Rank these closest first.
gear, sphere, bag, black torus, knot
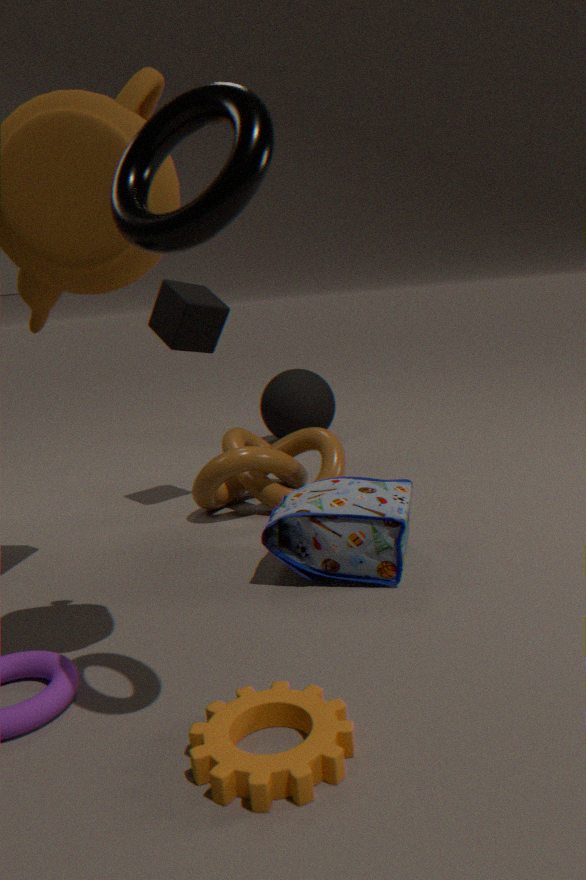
black torus < gear < bag < knot < sphere
